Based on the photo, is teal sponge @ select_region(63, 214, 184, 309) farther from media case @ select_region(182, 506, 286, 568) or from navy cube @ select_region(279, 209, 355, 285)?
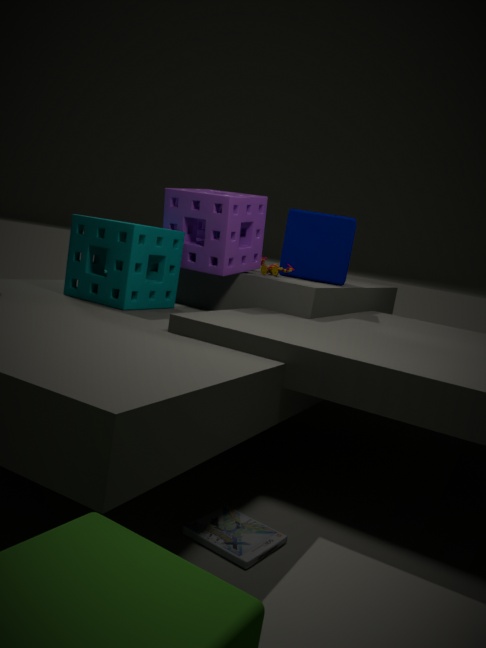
media case @ select_region(182, 506, 286, 568)
